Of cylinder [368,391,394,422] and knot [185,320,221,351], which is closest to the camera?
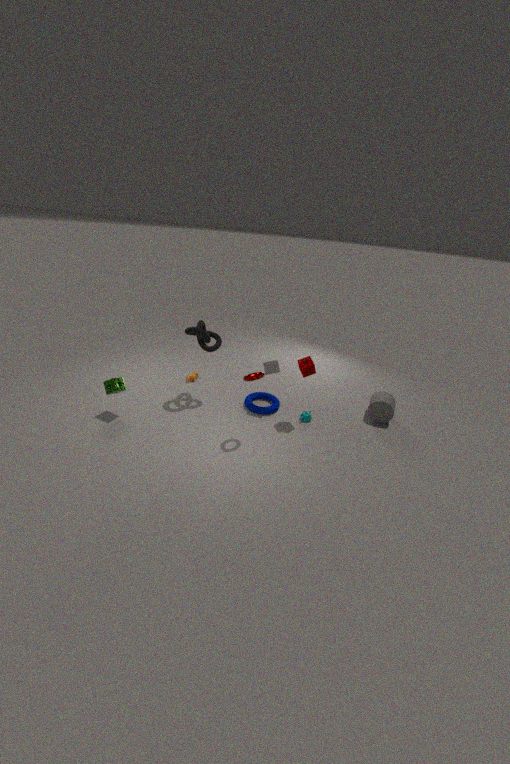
knot [185,320,221,351]
